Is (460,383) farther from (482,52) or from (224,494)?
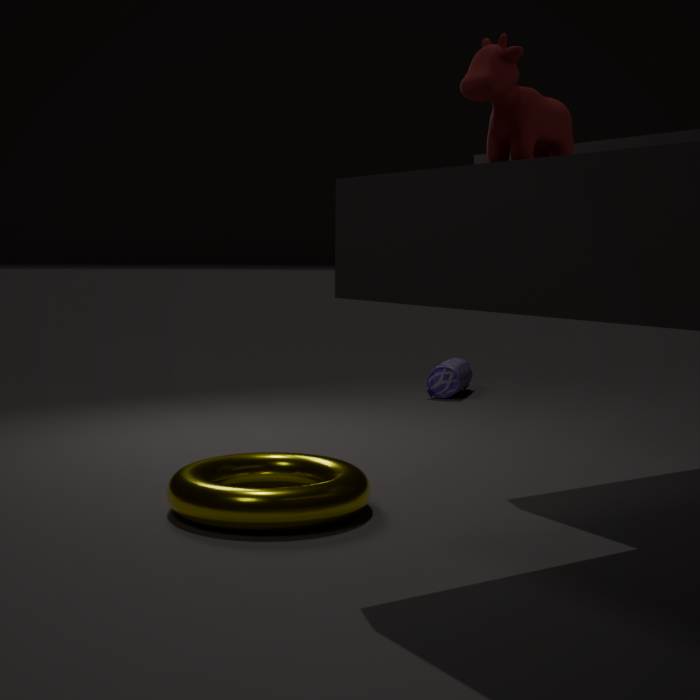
(482,52)
